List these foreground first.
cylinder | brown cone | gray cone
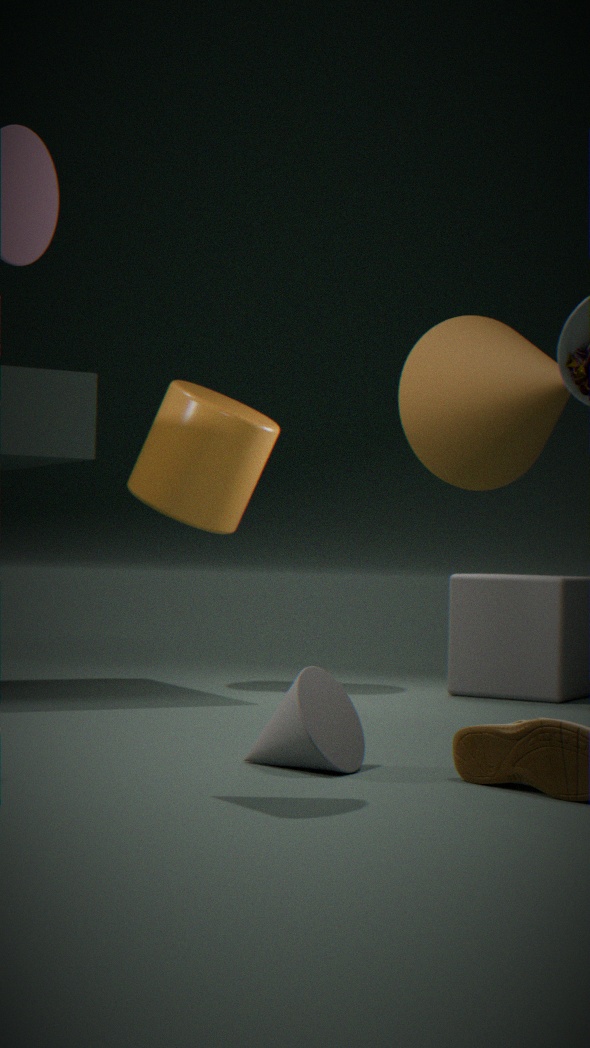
gray cone < brown cone < cylinder
